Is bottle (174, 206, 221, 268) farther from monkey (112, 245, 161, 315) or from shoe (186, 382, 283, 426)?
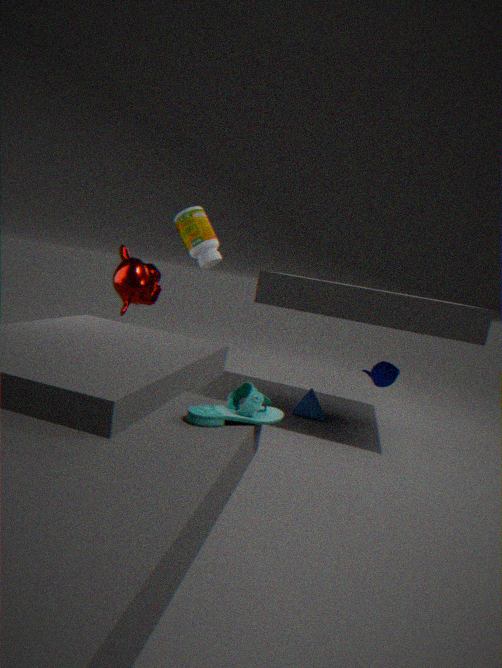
shoe (186, 382, 283, 426)
